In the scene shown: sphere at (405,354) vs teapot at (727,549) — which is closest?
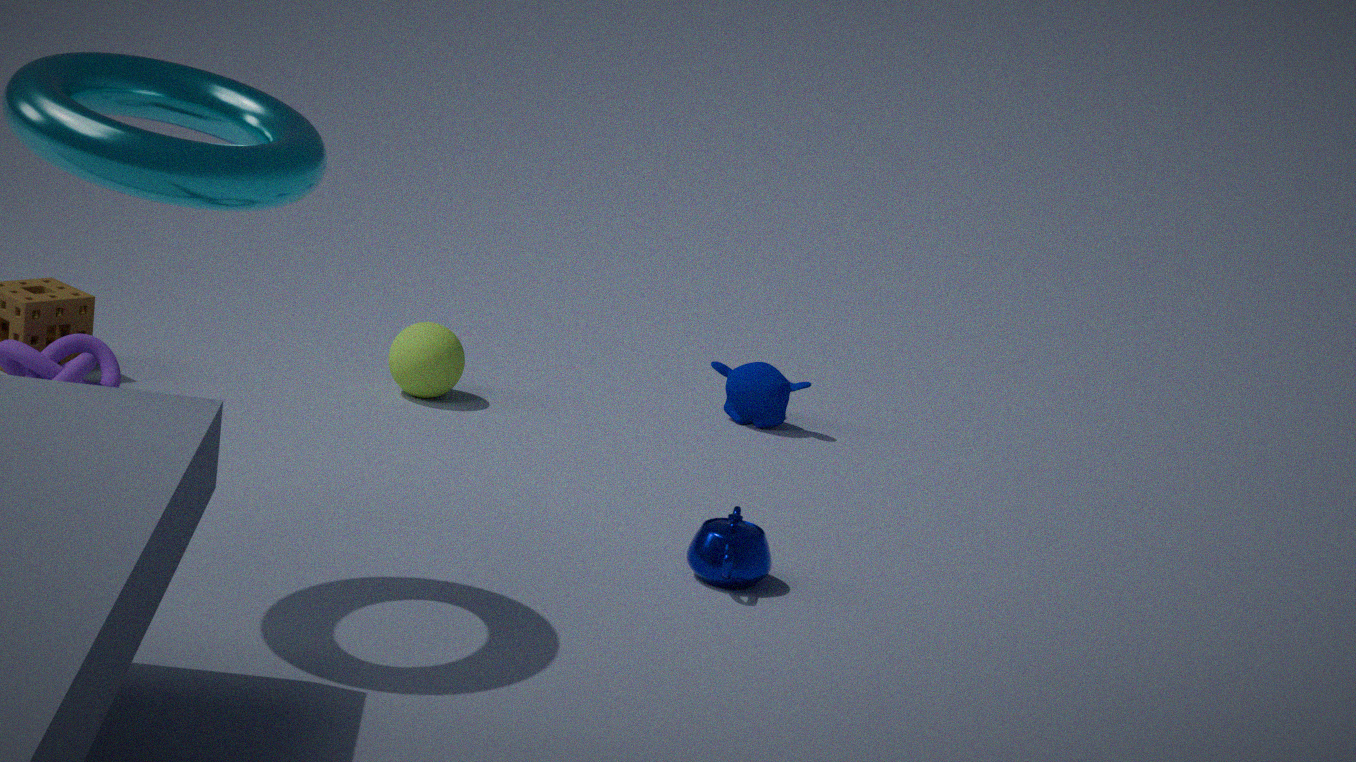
teapot at (727,549)
